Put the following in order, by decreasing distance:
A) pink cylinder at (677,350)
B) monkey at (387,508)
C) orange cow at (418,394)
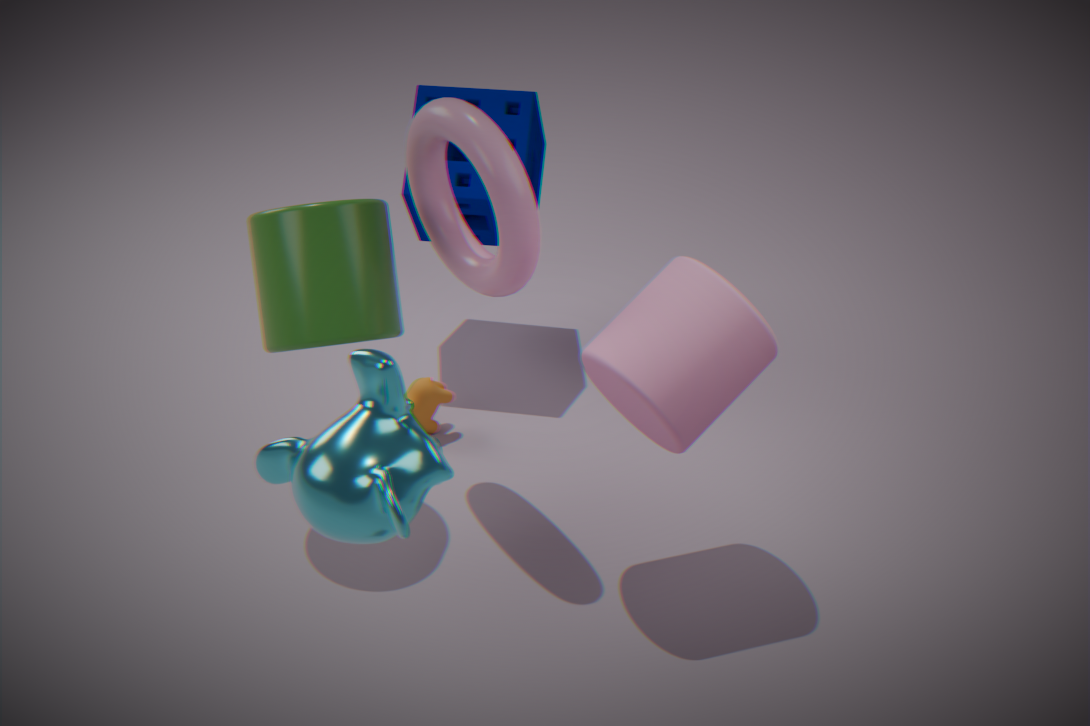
orange cow at (418,394)
pink cylinder at (677,350)
monkey at (387,508)
